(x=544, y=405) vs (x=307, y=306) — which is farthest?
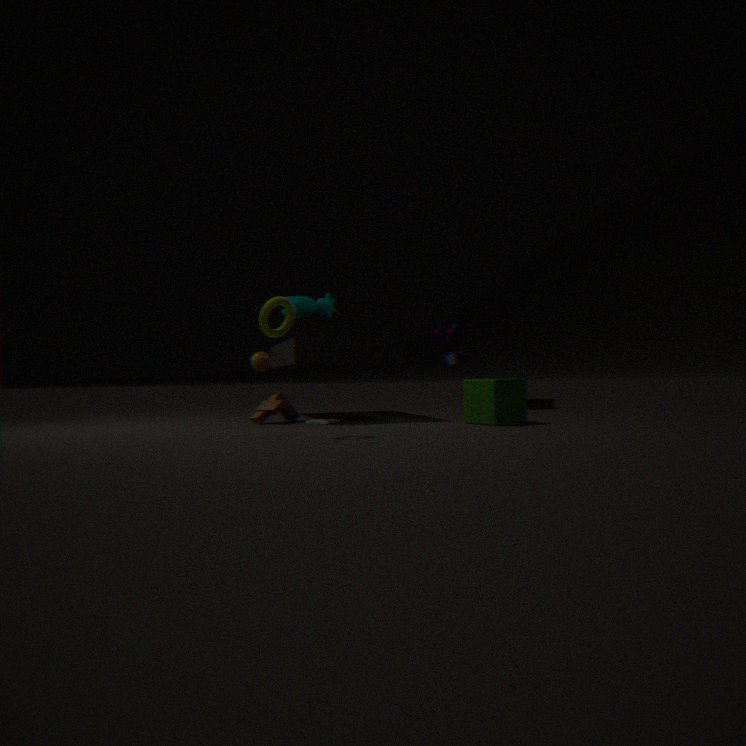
(x=544, y=405)
